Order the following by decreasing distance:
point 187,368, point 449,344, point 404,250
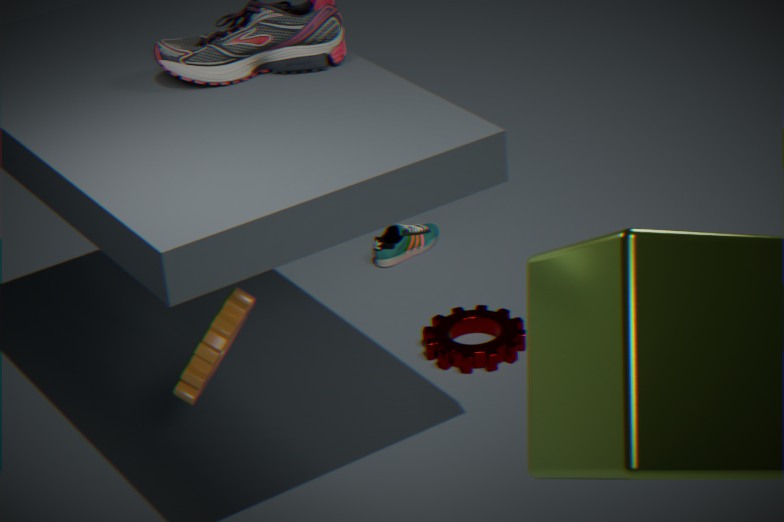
point 404,250 < point 449,344 < point 187,368
